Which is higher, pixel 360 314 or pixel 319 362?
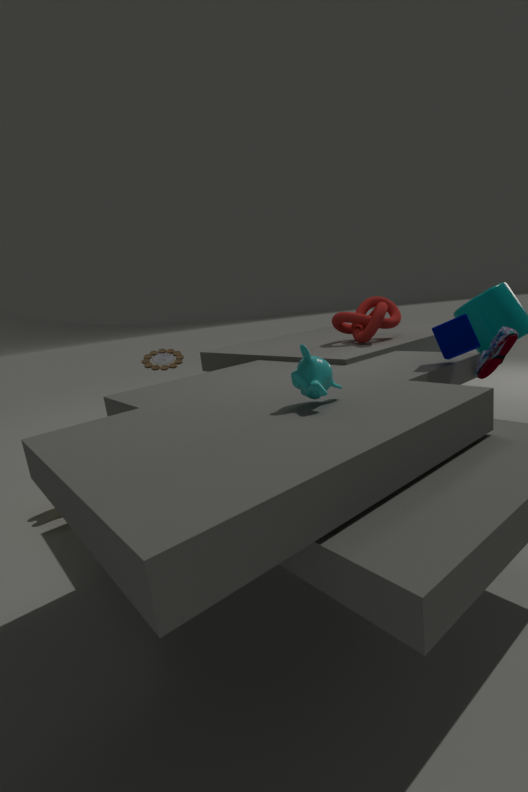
pixel 360 314
